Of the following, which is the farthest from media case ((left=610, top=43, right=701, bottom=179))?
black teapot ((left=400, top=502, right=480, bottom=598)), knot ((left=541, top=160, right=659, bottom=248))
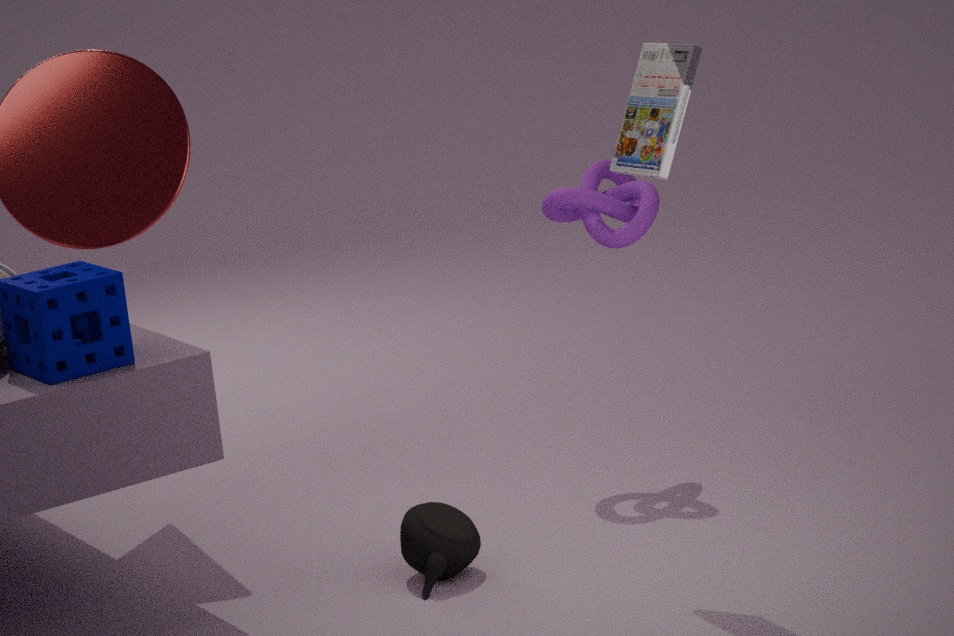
black teapot ((left=400, top=502, right=480, bottom=598))
